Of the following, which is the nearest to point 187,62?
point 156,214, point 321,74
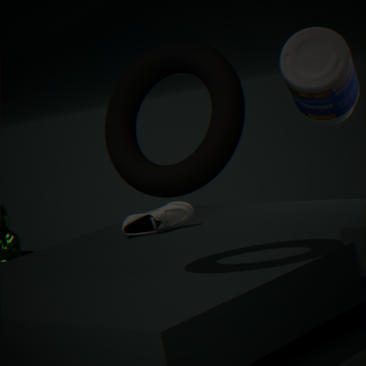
point 156,214
